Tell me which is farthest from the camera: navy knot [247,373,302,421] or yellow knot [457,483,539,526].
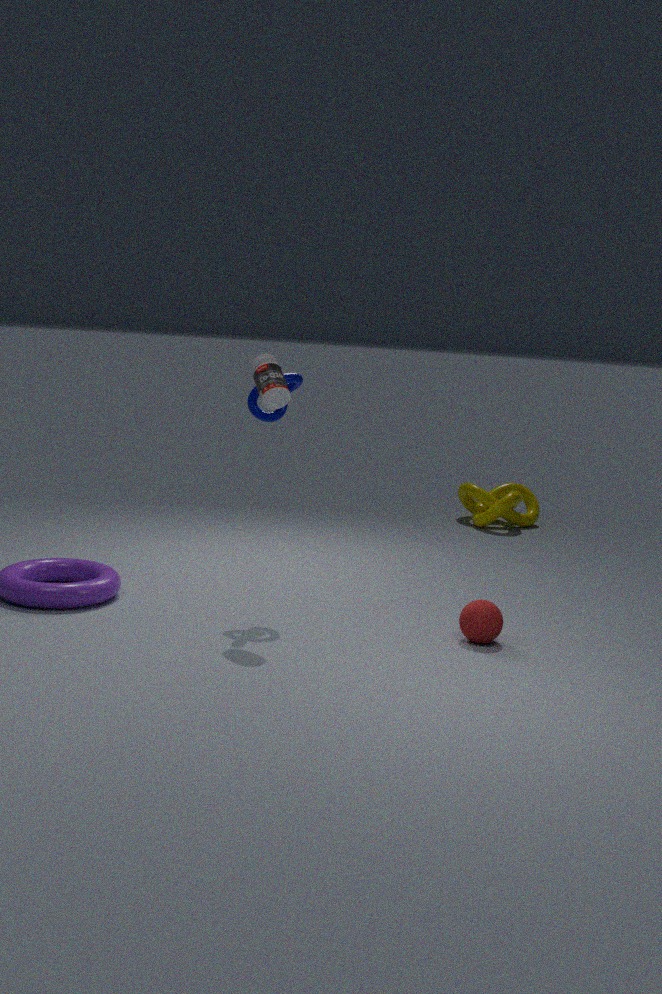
yellow knot [457,483,539,526]
